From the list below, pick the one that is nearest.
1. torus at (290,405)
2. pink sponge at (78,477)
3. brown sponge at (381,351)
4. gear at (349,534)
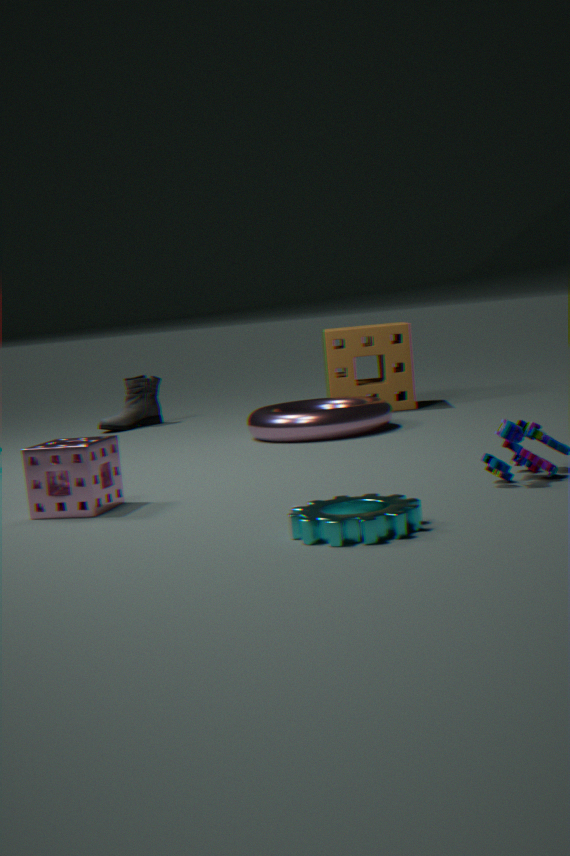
gear at (349,534)
